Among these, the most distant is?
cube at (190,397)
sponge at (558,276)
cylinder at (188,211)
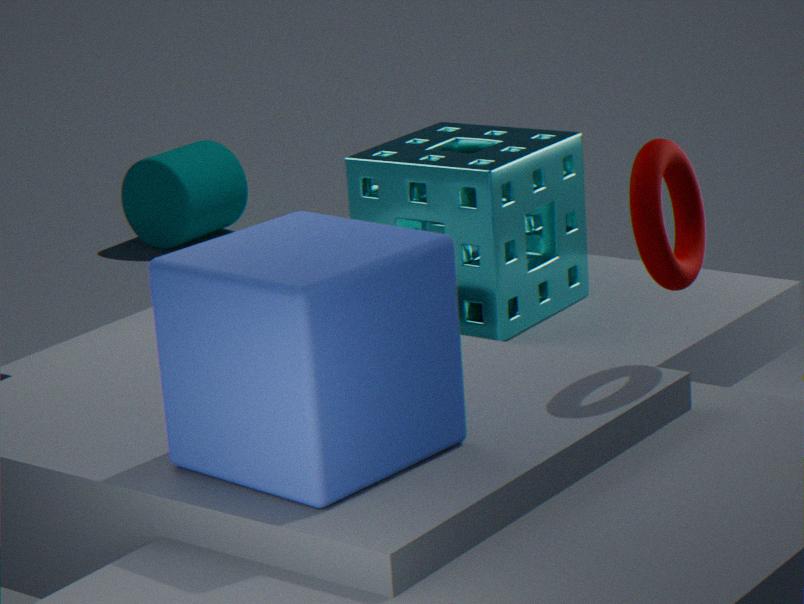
cylinder at (188,211)
